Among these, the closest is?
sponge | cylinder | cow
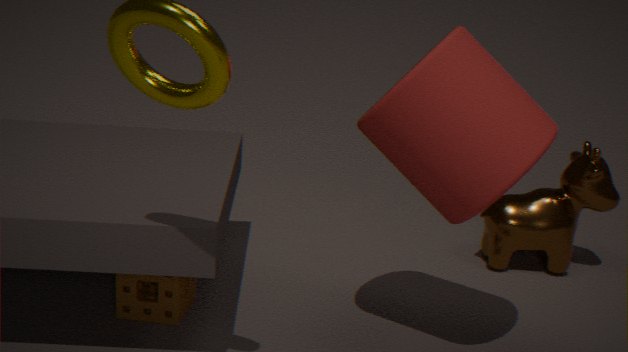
cylinder
